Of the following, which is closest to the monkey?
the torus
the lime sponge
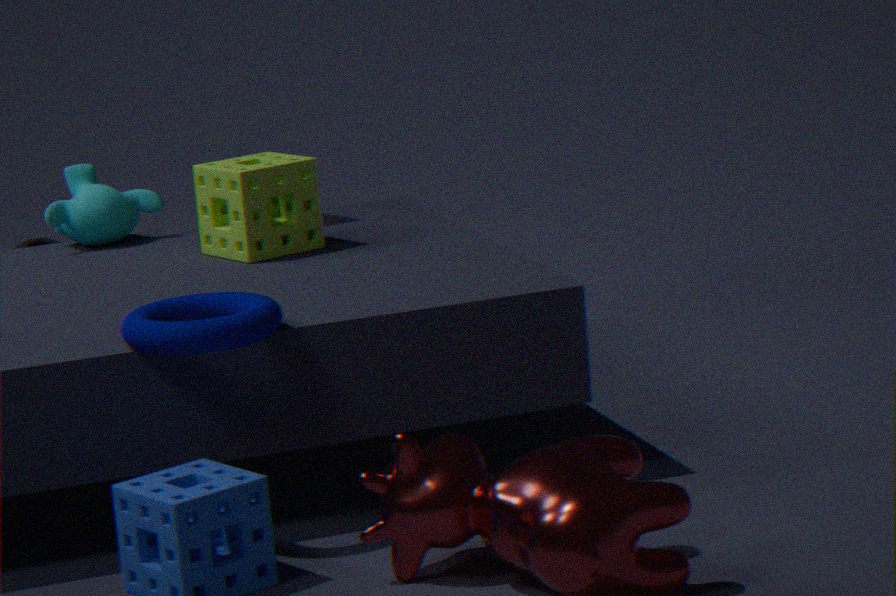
the lime sponge
